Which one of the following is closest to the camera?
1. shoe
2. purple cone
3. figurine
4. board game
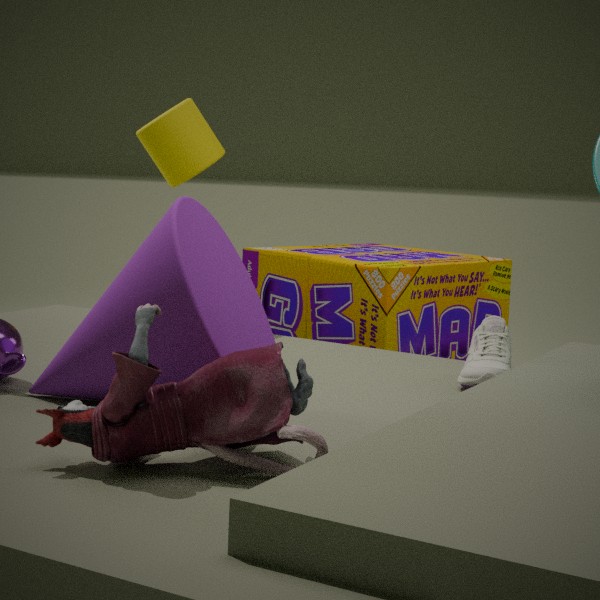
figurine
